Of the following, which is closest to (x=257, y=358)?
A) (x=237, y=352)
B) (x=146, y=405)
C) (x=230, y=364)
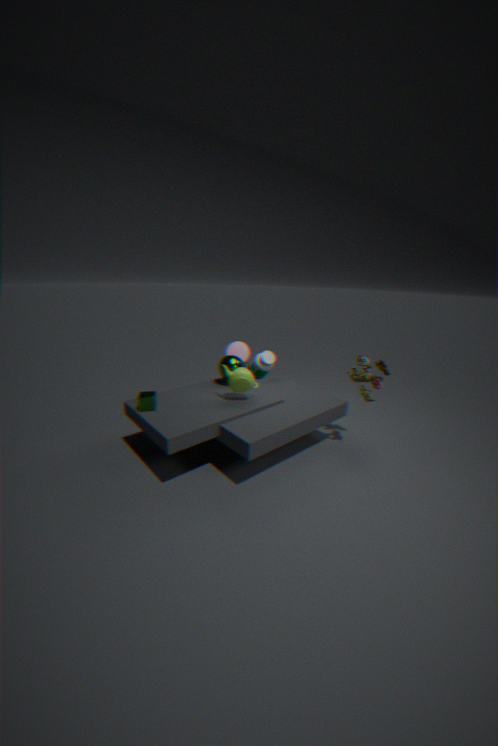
(x=237, y=352)
